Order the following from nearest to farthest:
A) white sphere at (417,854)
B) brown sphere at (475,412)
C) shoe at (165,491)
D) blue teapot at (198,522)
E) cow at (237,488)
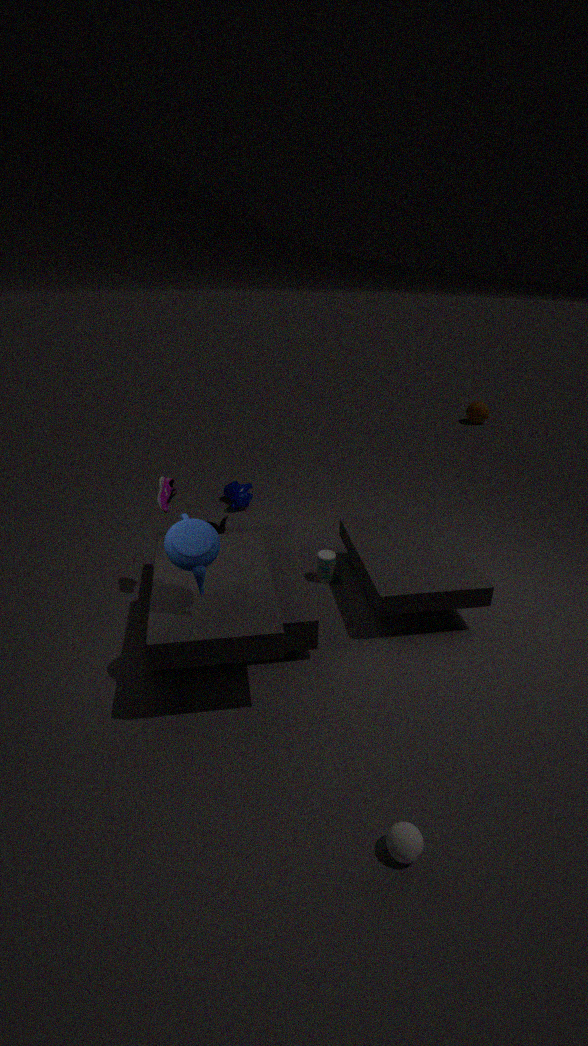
white sphere at (417,854)
blue teapot at (198,522)
shoe at (165,491)
cow at (237,488)
brown sphere at (475,412)
